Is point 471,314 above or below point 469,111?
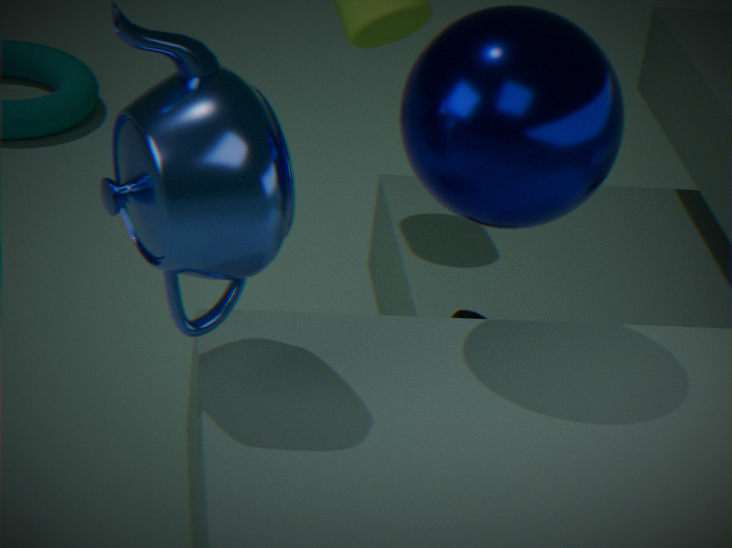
below
